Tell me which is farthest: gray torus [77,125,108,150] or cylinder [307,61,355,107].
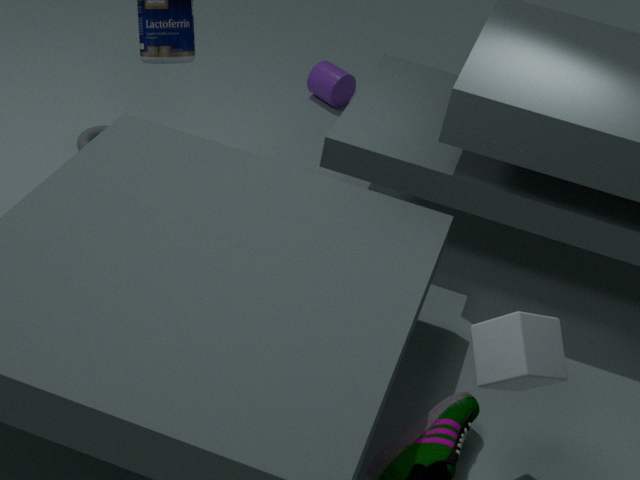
cylinder [307,61,355,107]
